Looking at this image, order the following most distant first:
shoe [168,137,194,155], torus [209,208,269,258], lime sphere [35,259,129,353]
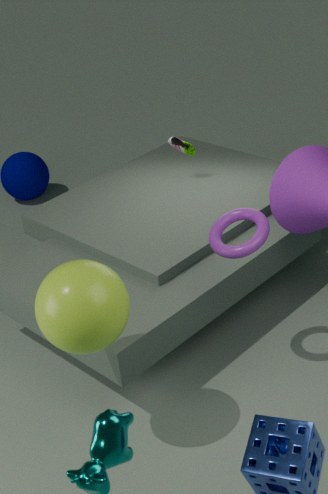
shoe [168,137,194,155] < torus [209,208,269,258] < lime sphere [35,259,129,353]
